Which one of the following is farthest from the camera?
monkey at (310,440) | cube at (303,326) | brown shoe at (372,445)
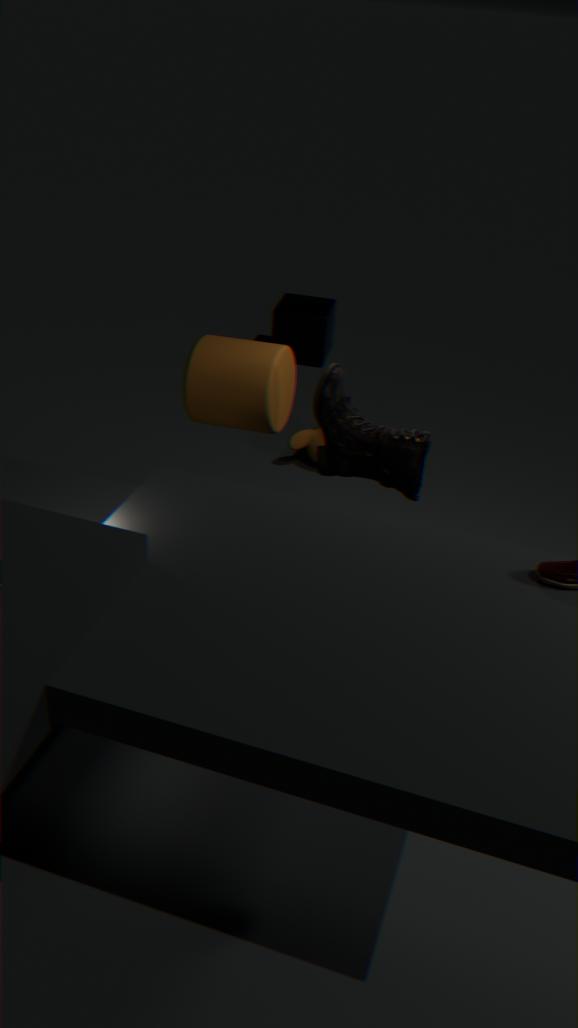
cube at (303,326)
